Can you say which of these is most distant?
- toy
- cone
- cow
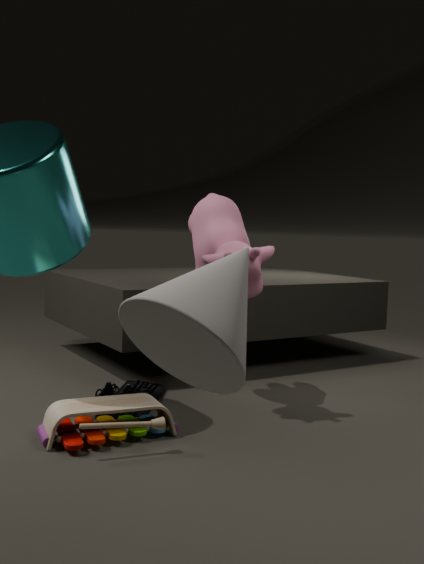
cow
